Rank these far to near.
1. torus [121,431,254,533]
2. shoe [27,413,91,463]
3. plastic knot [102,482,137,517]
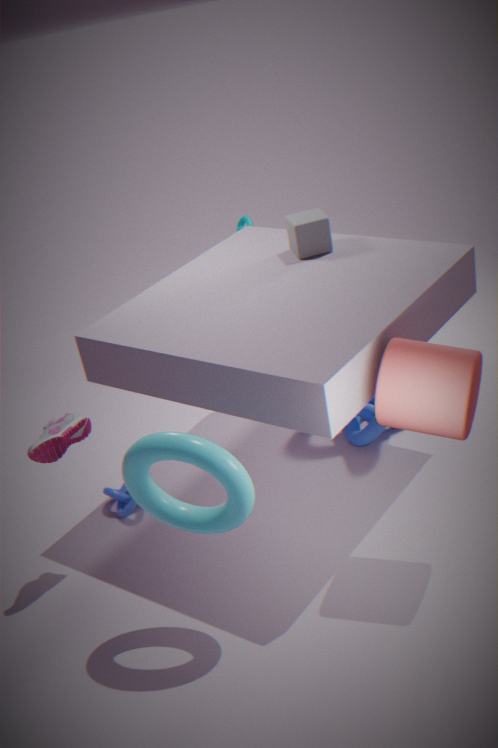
plastic knot [102,482,137,517]
shoe [27,413,91,463]
torus [121,431,254,533]
